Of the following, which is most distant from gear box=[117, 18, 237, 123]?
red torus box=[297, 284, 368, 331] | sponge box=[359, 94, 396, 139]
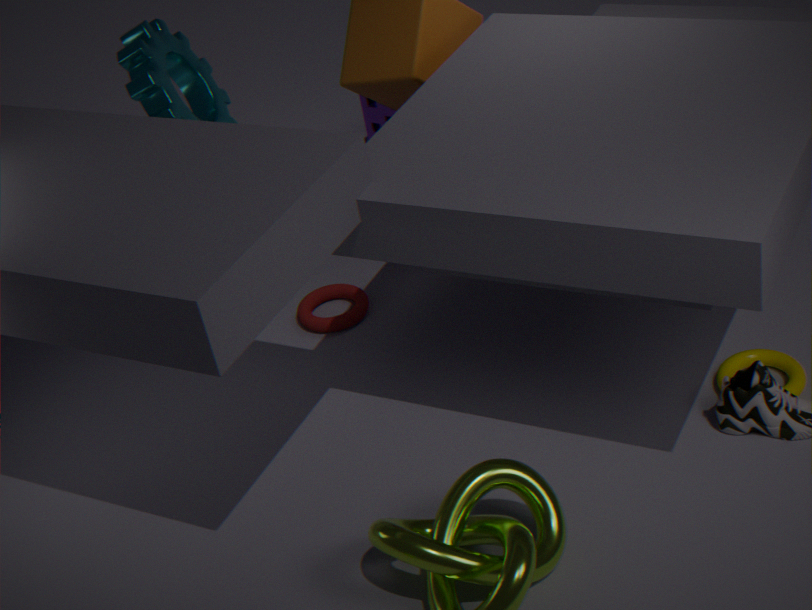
sponge box=[359, 94, 396, 139]
